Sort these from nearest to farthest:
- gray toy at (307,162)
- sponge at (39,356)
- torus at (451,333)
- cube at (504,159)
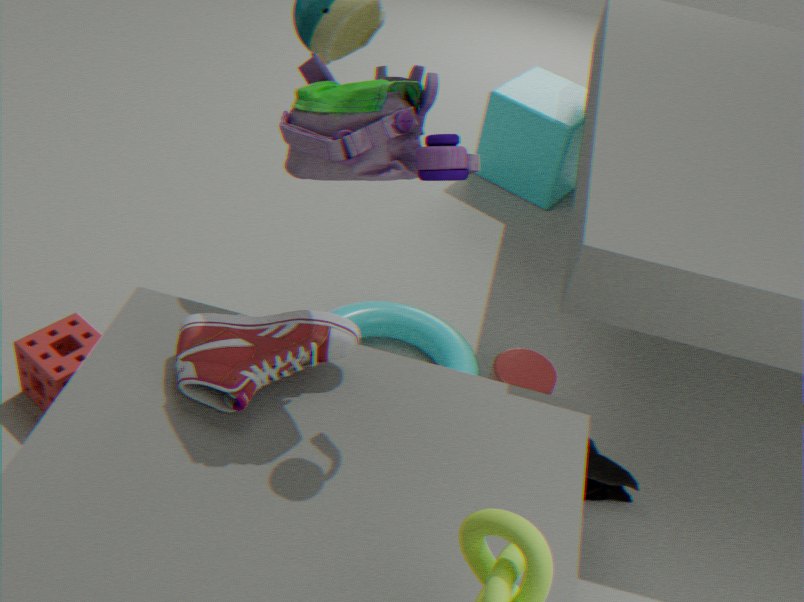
gray toy at (307,162)
sponge at (39,356)
torus at (451,333)
cube at (504,159)
